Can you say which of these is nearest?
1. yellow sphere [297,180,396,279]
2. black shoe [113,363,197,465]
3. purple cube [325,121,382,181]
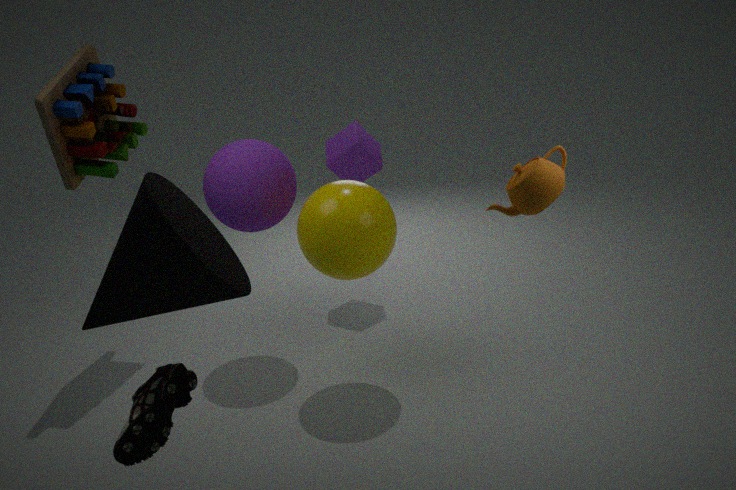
black shoe [113,363,197,465]
